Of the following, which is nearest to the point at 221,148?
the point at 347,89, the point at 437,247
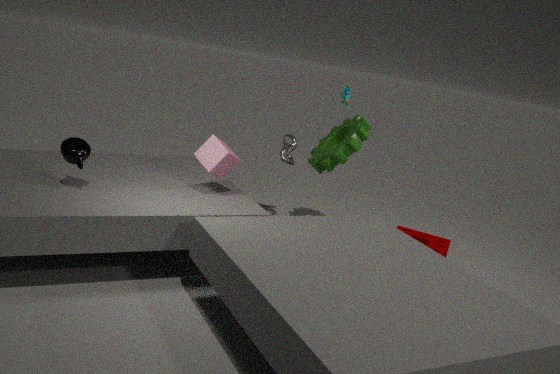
the point at 347,89
